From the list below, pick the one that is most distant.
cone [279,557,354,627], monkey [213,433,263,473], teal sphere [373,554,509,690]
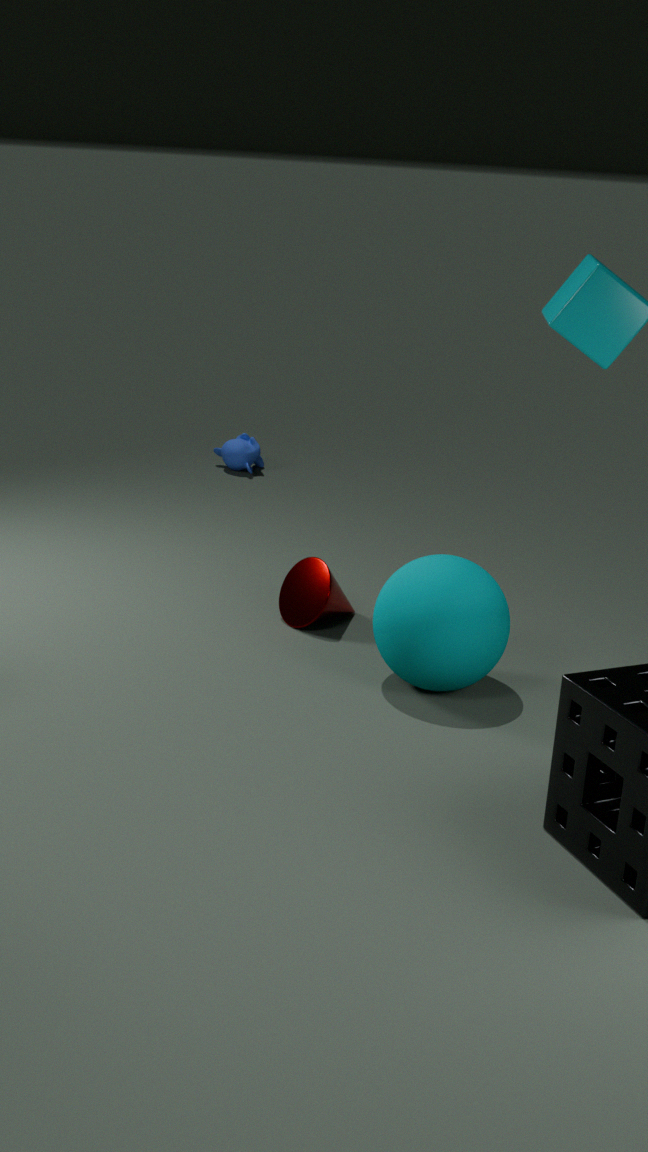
monkey [213,433,263,473]
